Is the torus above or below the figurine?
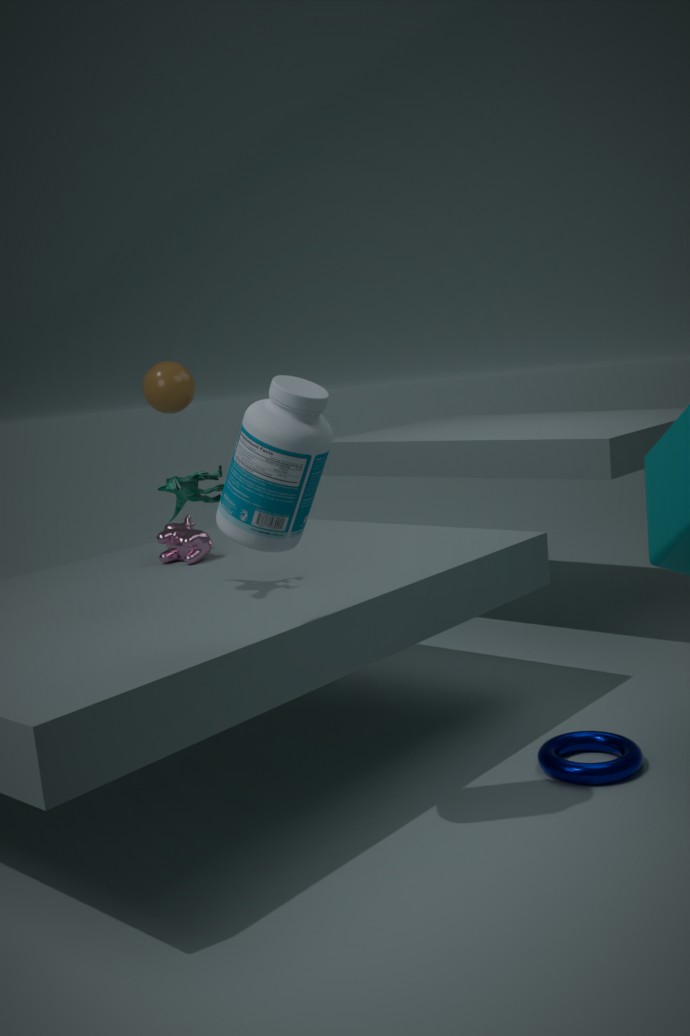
below
